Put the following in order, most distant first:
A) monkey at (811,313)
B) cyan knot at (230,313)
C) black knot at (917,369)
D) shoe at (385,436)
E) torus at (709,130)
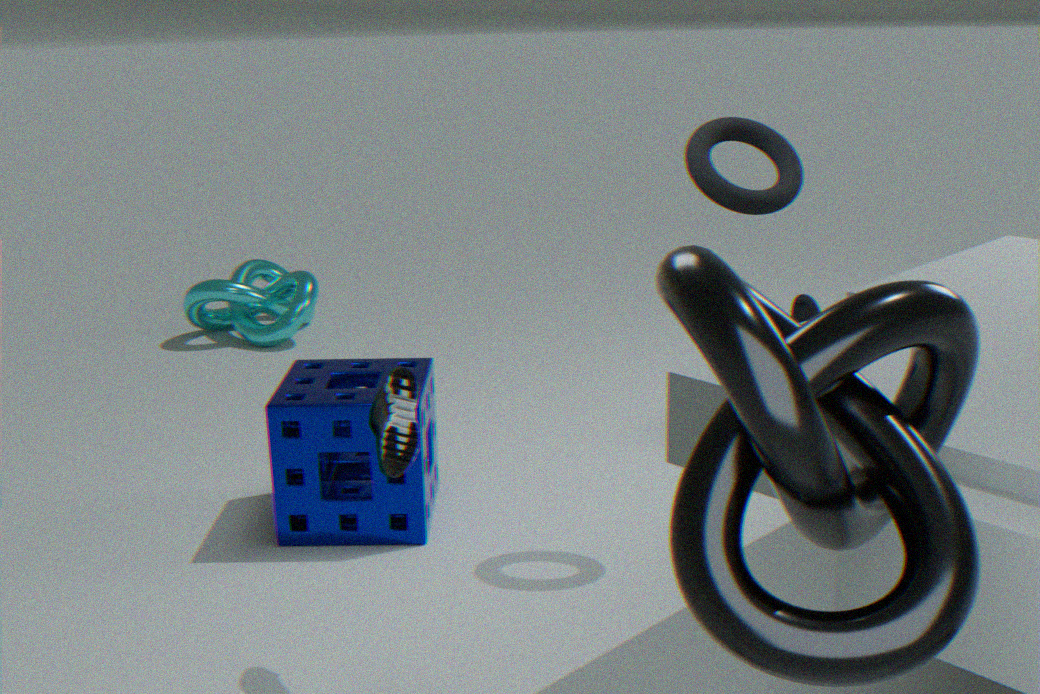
cyan knot at (230,313)
monkey at (811,313)
torus at (709,130)
shoe at (385,436)
black knot at (917,369)
